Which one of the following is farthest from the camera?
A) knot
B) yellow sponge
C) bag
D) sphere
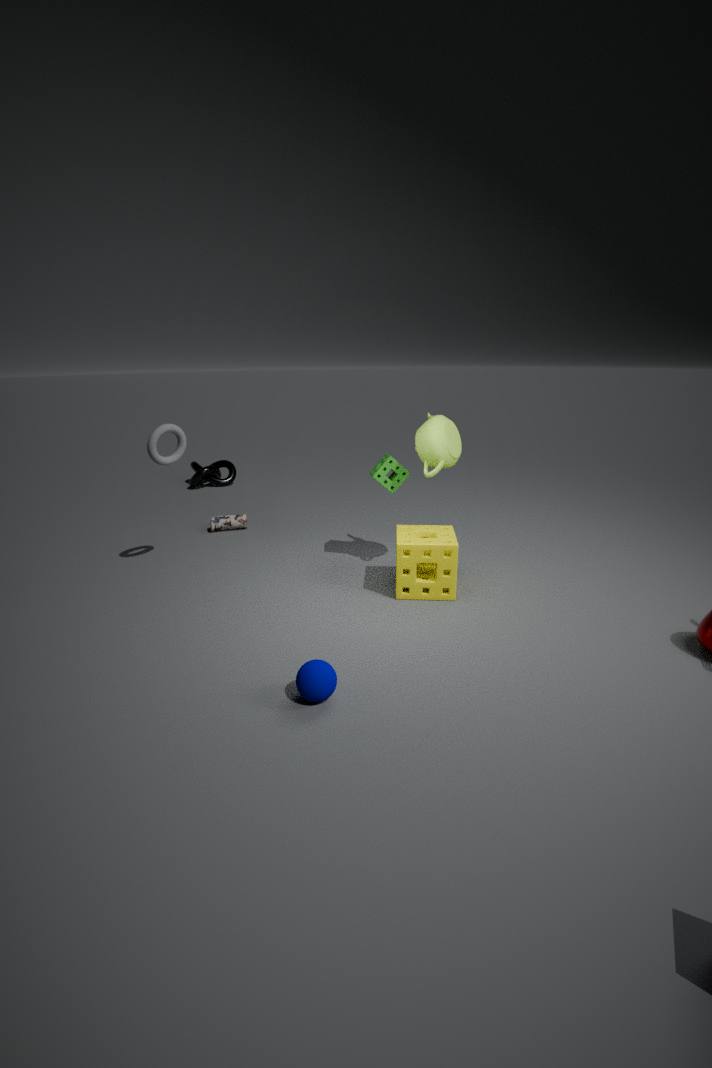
knot
